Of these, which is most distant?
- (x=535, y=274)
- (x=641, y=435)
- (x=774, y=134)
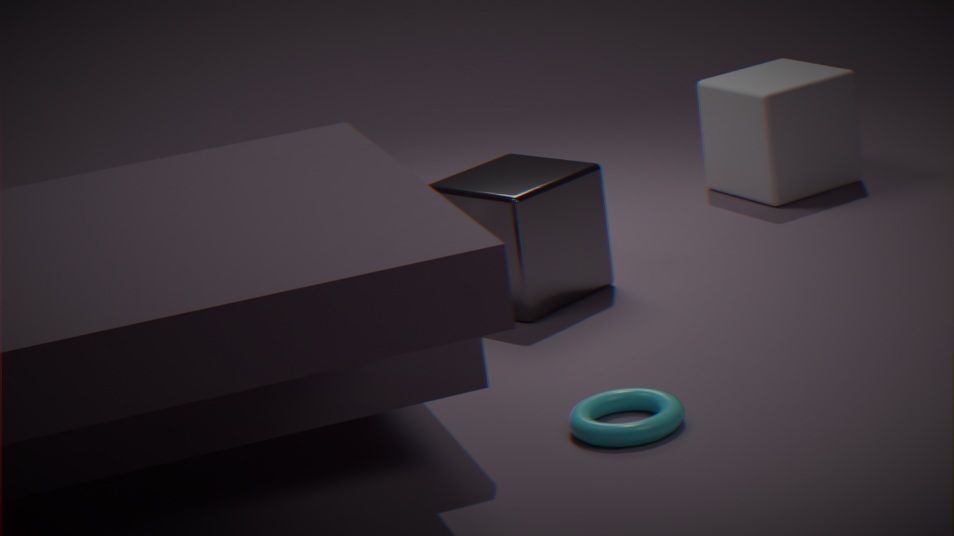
(x=774, y=134)
